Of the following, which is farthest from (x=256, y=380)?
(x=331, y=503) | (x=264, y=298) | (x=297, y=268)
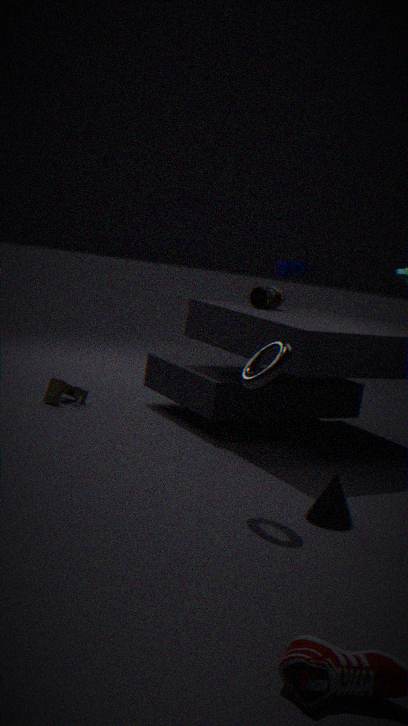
(x=297, y=268)
